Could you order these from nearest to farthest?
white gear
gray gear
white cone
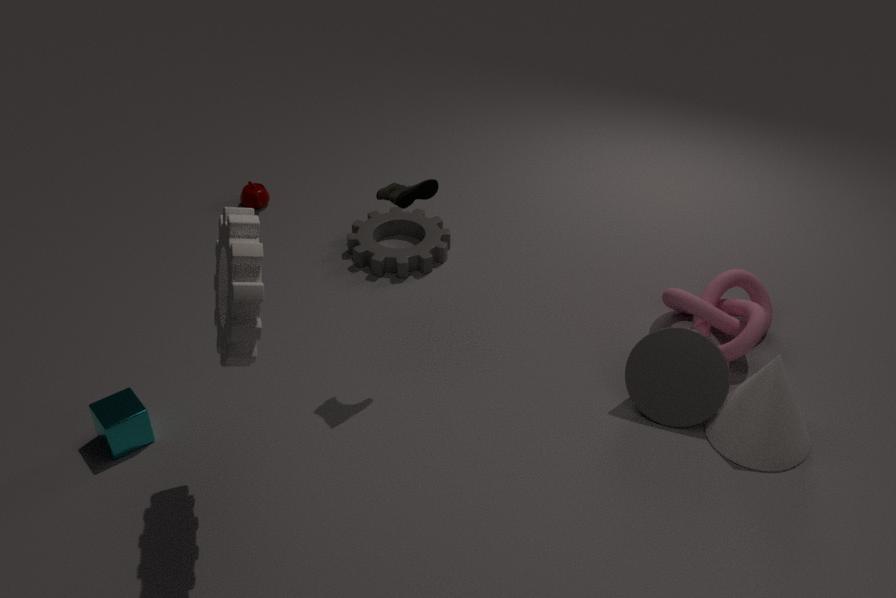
white gear < white cone < gray gear
